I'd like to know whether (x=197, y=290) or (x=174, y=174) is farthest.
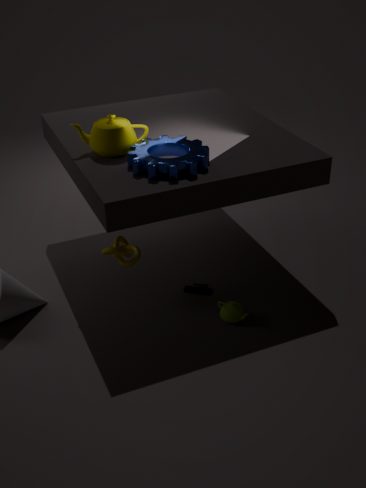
(x=197, y=290)
